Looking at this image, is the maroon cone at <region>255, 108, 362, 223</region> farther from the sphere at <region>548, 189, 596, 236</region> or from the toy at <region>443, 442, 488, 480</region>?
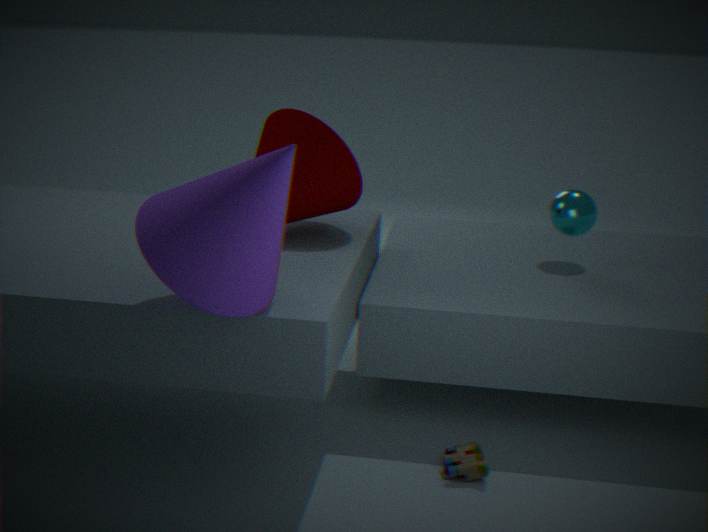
the toy at <region>443, 442, 488, 480</region>
